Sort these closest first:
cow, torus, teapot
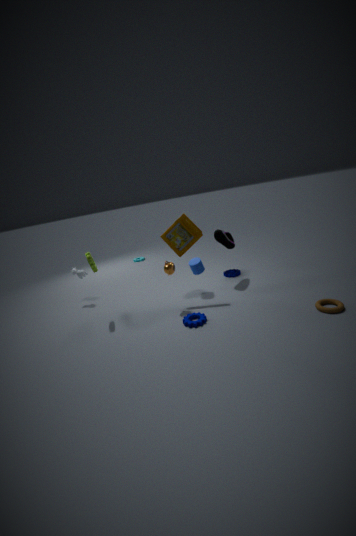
torus → teapot → cow
